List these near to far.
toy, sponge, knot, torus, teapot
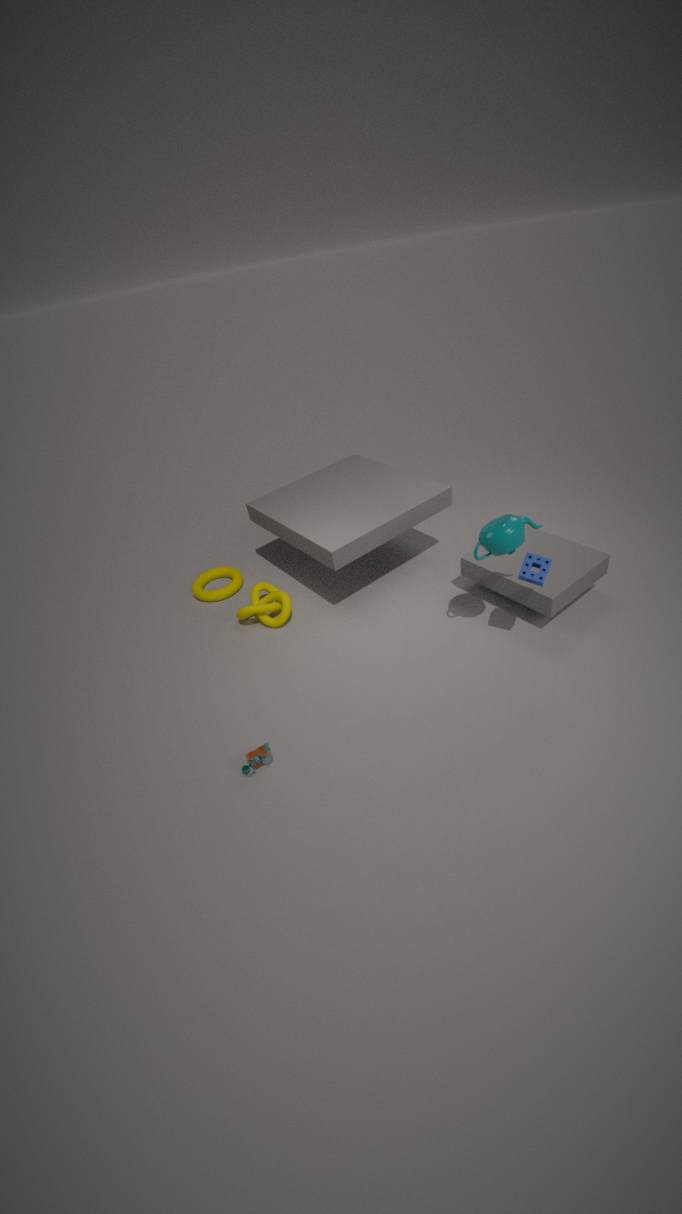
toy → teapot → sponge → knot → torus
